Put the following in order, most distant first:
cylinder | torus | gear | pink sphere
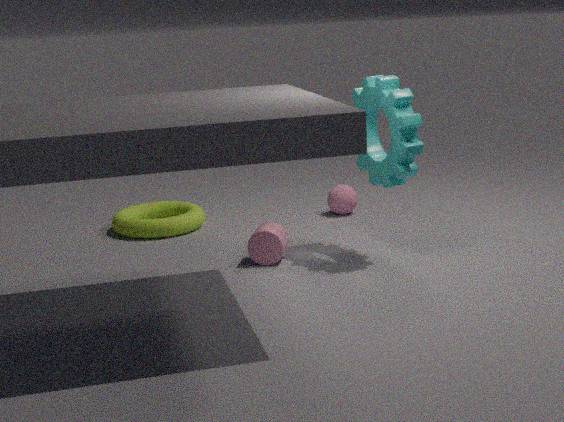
1. pink sphere
2. torus
3. cylinder
4. gear
